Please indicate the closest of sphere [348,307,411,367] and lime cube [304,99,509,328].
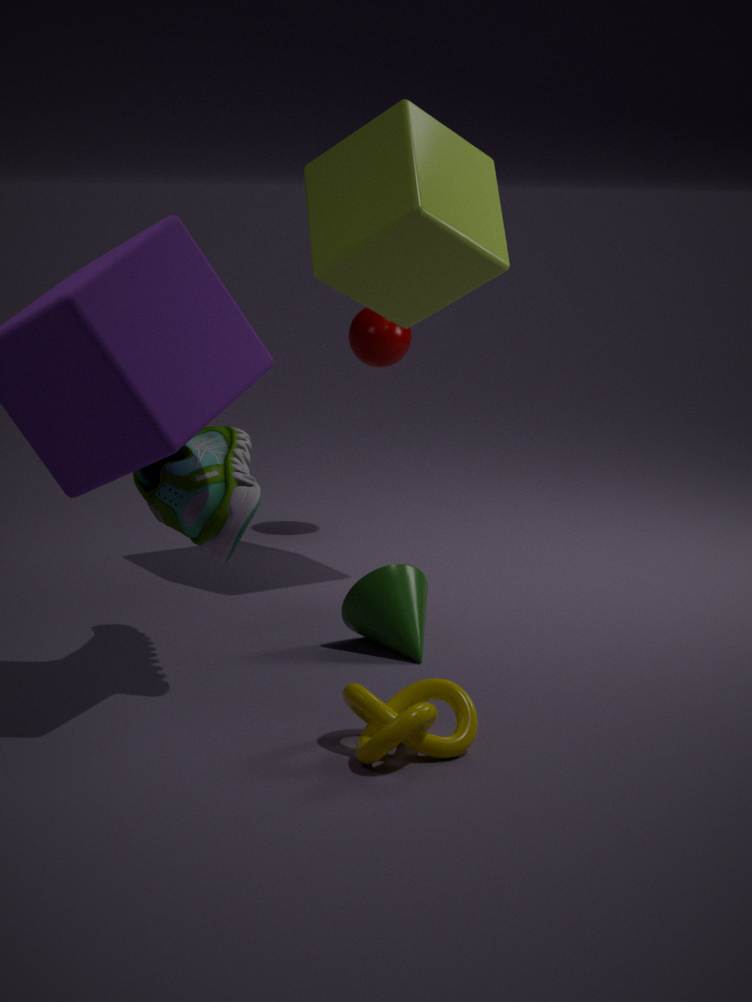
lime cube [304,99,509,328]
